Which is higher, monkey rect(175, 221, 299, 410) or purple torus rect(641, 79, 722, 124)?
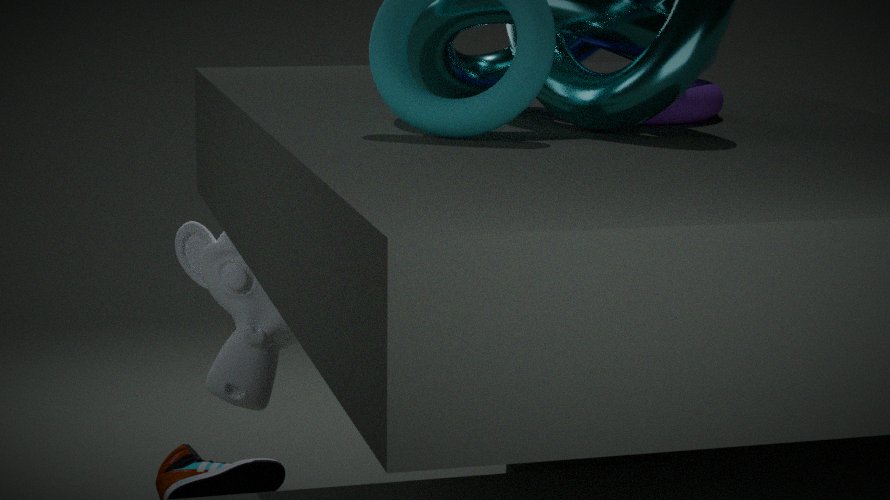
purple torus rect(641, 79, 722, 124)
